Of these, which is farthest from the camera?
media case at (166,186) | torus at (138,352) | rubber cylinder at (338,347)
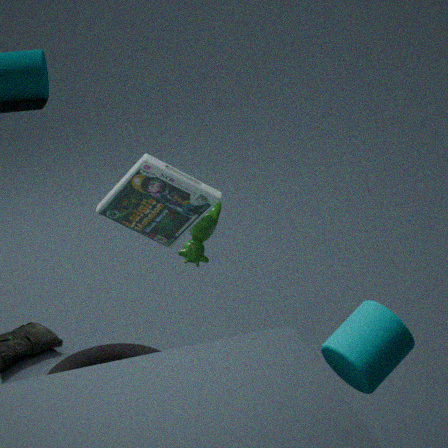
torus at (138,352)
